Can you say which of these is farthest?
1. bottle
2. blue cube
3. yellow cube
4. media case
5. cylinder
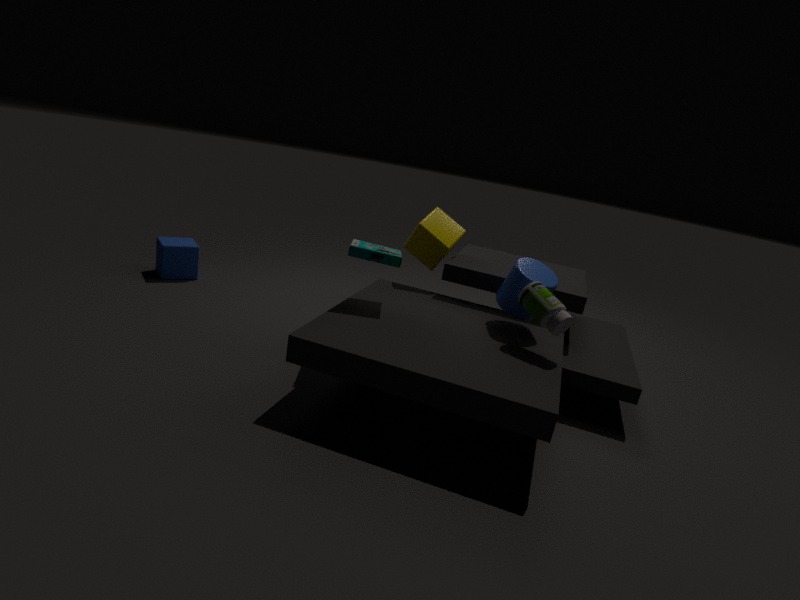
blue cube
